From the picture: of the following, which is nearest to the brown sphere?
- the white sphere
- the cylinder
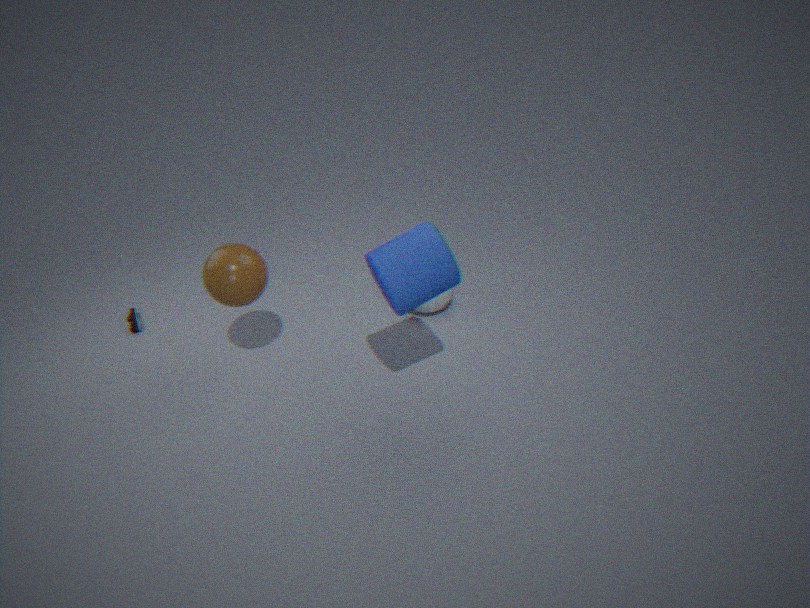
the cylinder
